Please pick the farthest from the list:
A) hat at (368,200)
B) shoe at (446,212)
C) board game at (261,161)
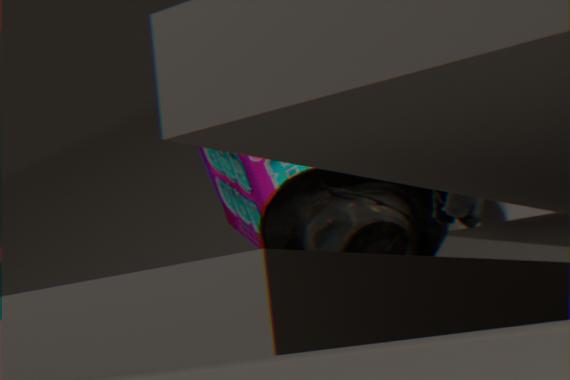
board game at (261,161)
